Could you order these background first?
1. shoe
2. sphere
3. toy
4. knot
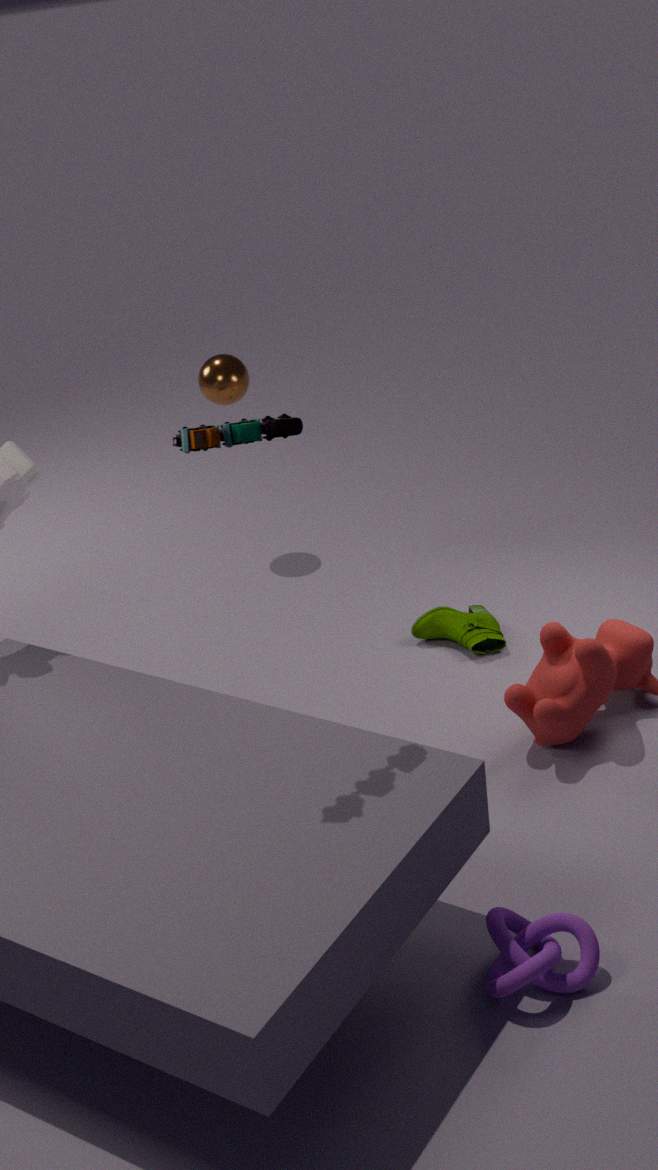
sphere → shoe → knot → toy
